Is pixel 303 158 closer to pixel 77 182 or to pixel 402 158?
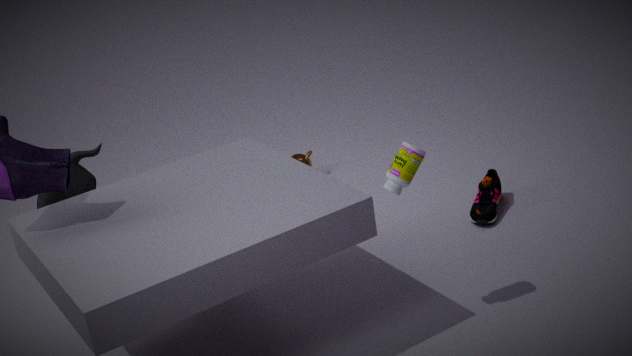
pixel 77 182
